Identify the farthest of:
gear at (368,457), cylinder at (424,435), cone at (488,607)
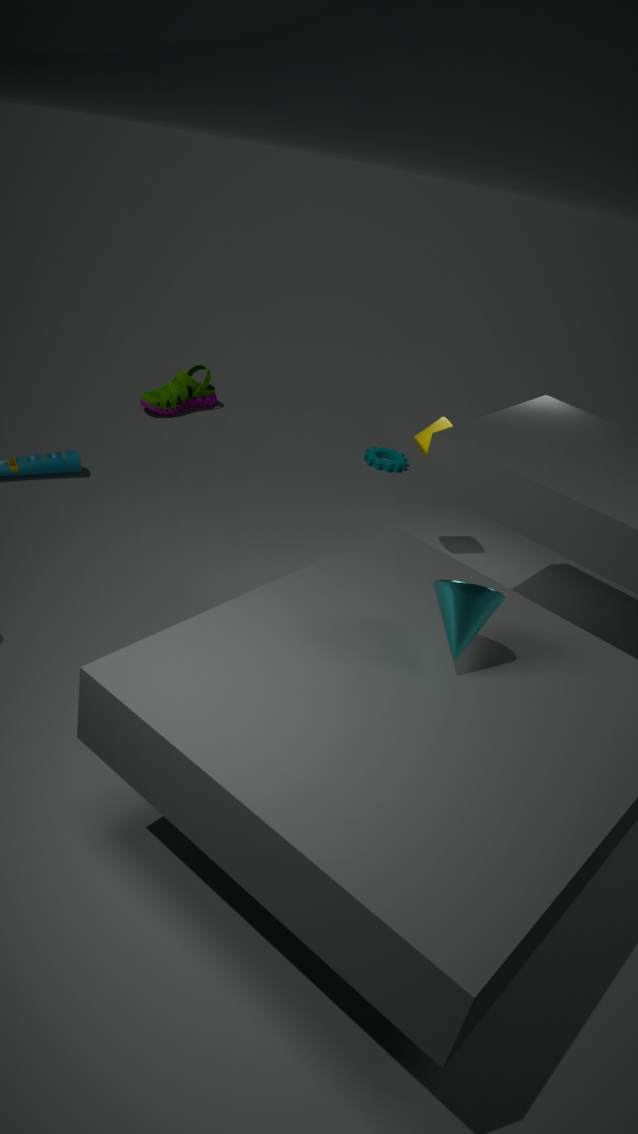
gear at (368,457)
